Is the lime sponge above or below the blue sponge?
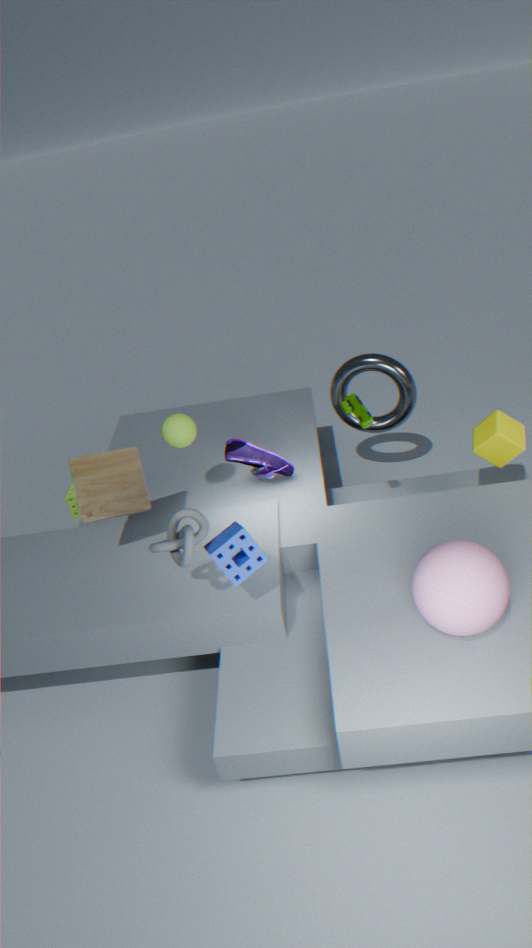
below
